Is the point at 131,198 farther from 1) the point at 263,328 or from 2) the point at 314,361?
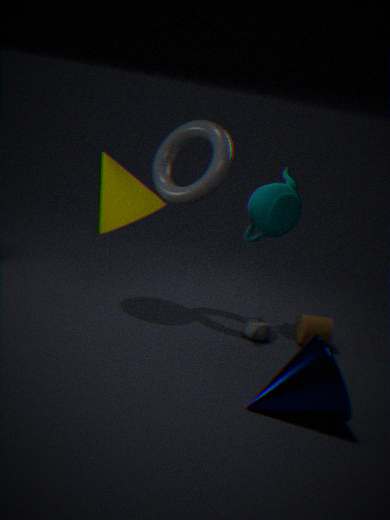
2) the point at 314,361
